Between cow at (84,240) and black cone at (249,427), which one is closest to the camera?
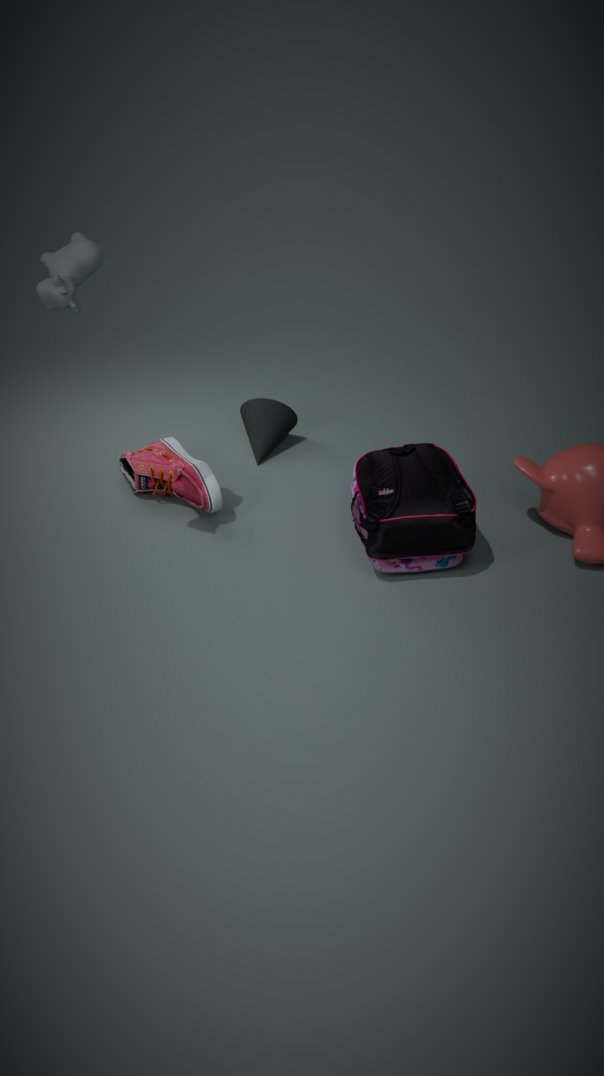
cow at (84,240)
